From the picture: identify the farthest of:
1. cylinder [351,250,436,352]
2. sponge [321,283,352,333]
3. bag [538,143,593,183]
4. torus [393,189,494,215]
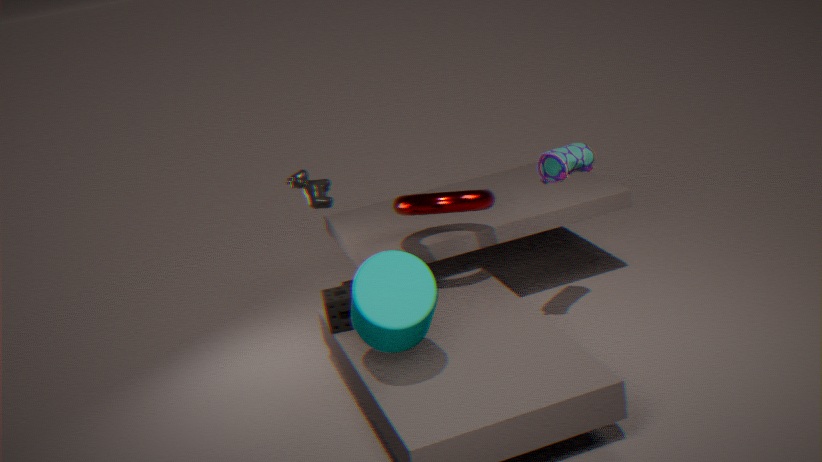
sponge [321,283,352,333]
